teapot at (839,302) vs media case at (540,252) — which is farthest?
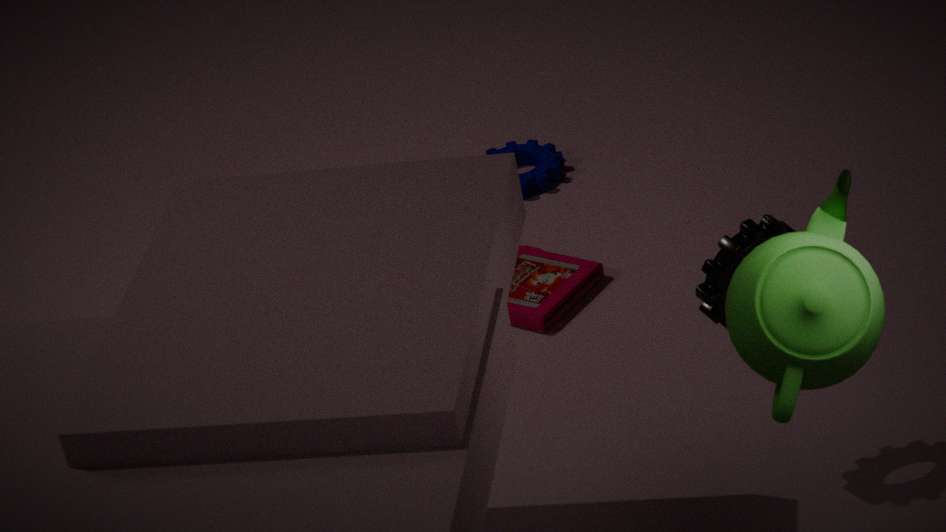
media case at (540,252)
